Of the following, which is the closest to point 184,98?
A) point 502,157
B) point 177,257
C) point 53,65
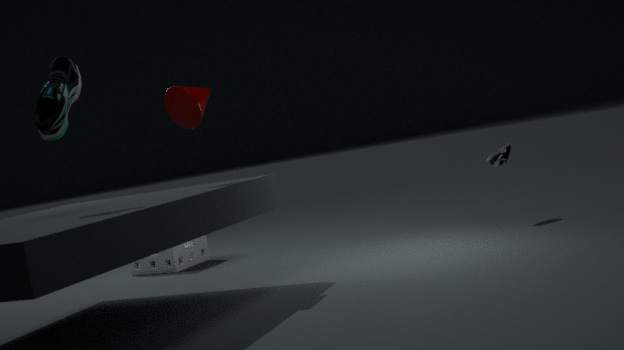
point 53,65
